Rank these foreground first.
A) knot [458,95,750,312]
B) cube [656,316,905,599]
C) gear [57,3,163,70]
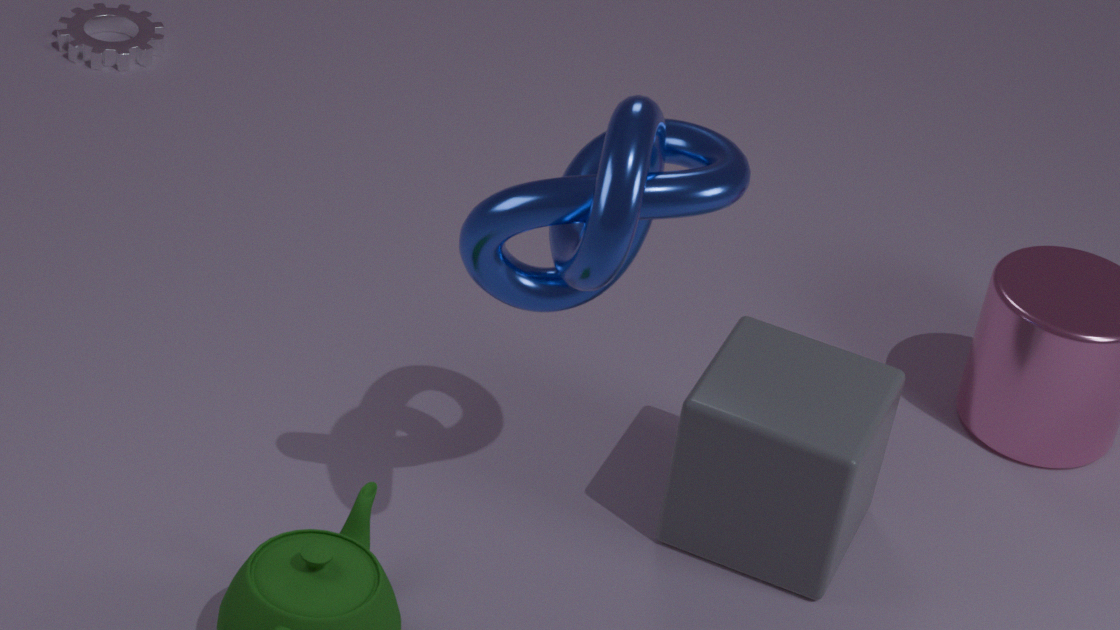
knot [458,95,750,312]
cube [656,316,905,599]
gear [57,3,163,70]
